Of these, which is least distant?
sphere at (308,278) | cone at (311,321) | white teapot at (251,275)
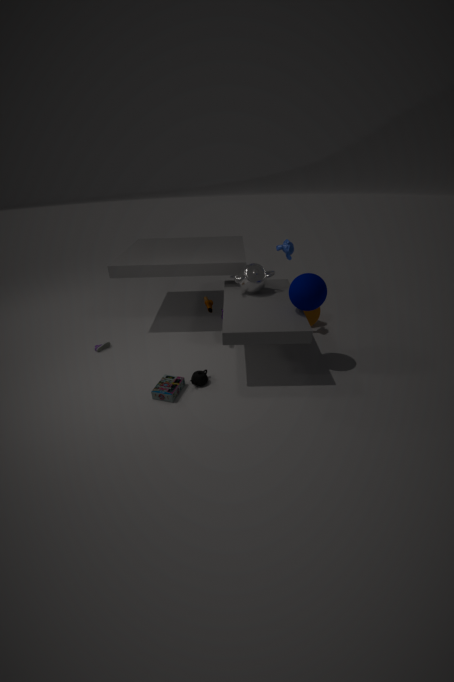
sphere at (308,278)
